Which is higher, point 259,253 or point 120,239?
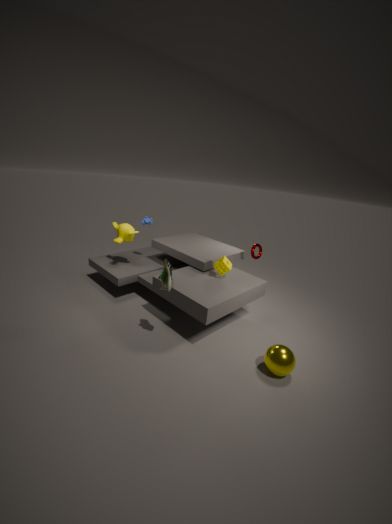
point 120,239
